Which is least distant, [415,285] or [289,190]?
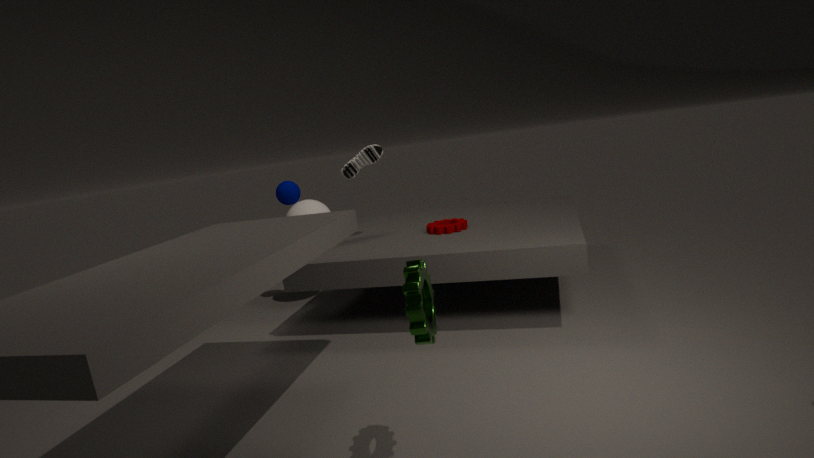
[415,285]
